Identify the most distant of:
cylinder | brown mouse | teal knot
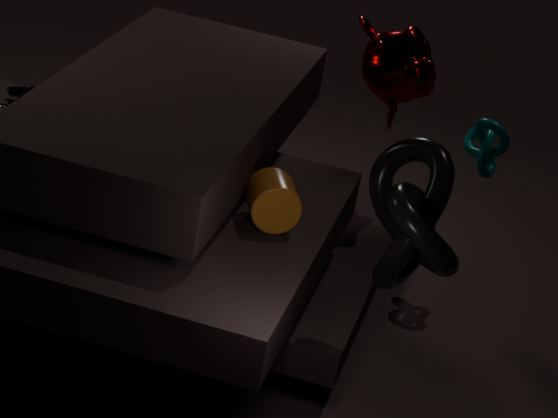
teal knot
